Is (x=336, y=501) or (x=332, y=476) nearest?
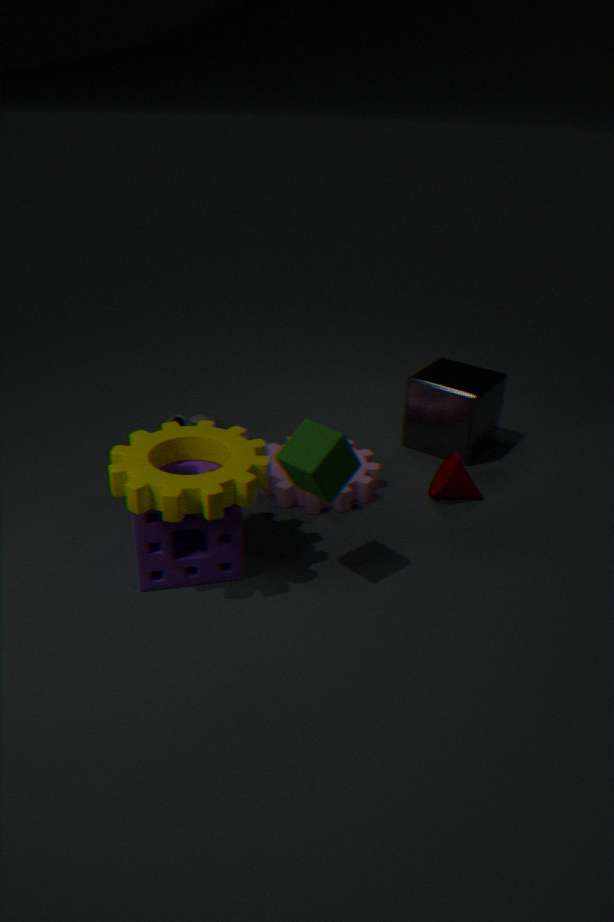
(x=332, y=476)
